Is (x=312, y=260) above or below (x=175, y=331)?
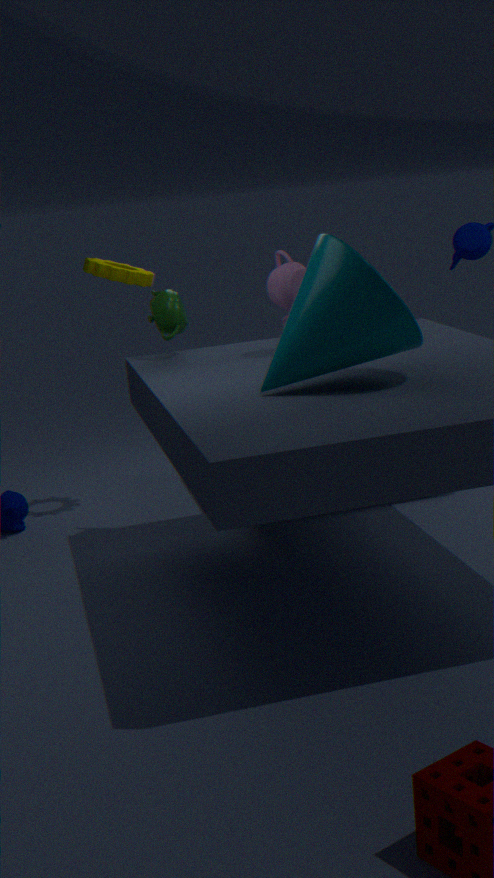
above
